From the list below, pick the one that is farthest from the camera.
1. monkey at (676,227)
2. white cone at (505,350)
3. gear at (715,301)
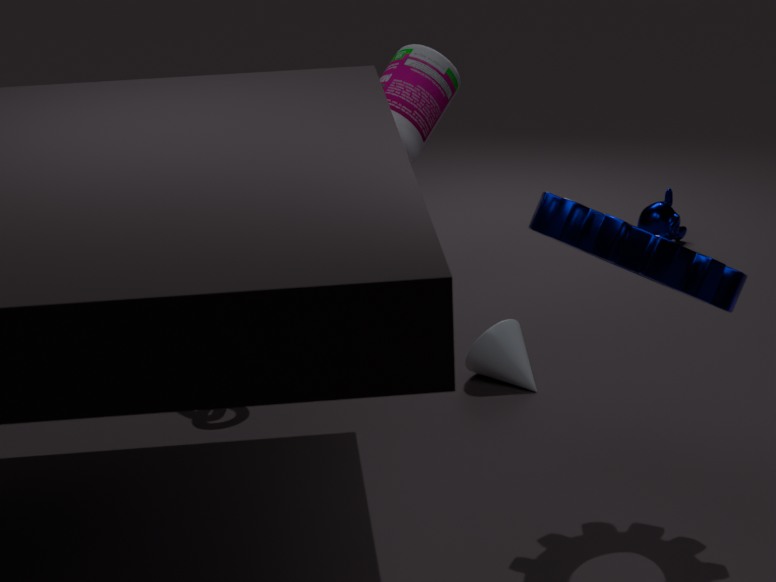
monkey at (676,227)
